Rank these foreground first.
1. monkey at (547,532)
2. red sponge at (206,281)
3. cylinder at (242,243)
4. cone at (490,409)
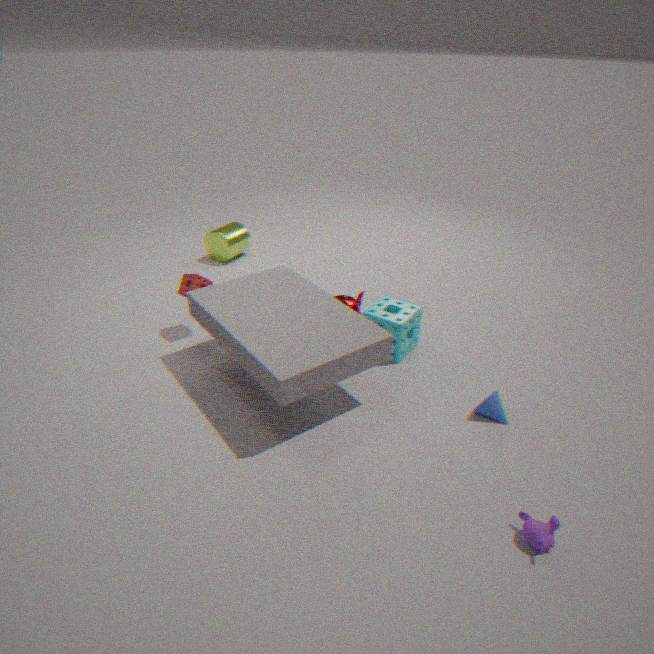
monkey at (547,532)
cone at (490,409)
red sponge at (206,281)
cylinder at (242,243)
